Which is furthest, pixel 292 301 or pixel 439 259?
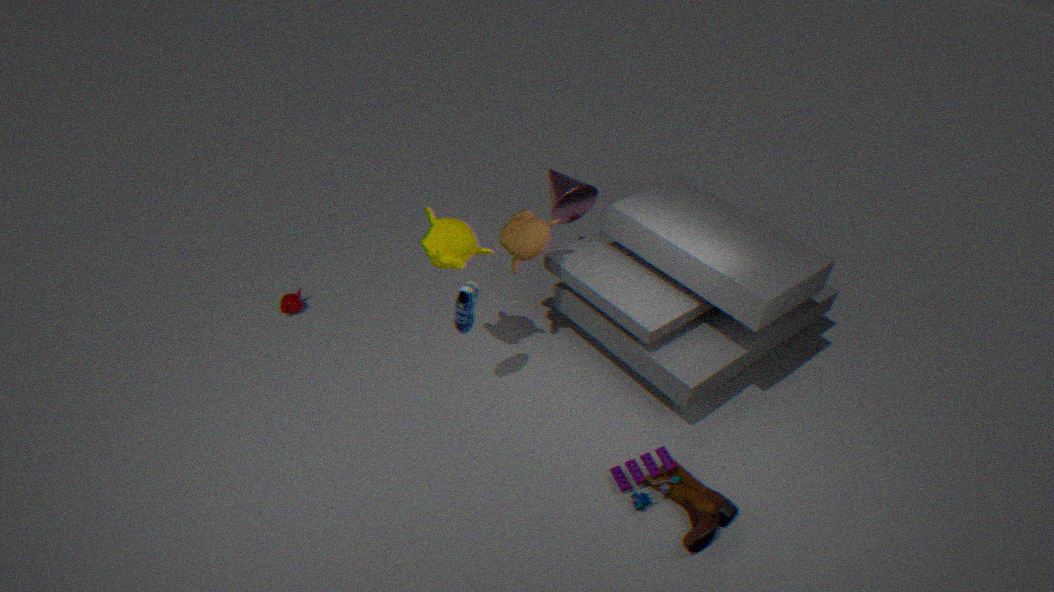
pixel 292 301
